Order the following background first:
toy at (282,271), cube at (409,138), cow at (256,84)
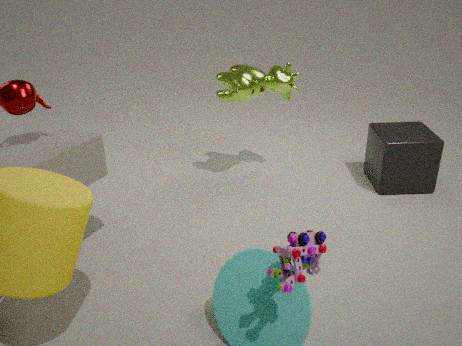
cube at (409,138) → cow at (256,84) → toy at (282,271)
